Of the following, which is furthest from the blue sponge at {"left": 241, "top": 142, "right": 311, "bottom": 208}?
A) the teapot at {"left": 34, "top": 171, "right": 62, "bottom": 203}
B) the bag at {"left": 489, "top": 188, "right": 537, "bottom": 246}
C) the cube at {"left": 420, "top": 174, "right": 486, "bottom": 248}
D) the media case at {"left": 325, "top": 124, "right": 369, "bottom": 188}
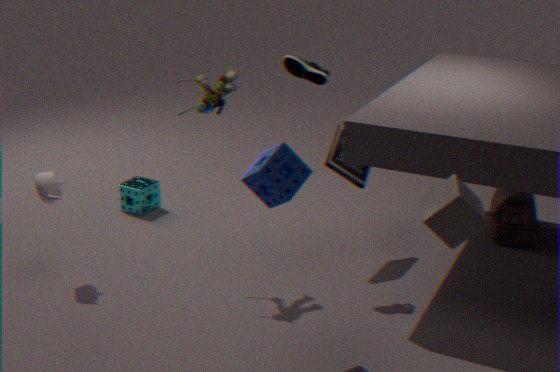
the bag at {"left": 489, "top": 188, "right": 537, "bottom": 246}
